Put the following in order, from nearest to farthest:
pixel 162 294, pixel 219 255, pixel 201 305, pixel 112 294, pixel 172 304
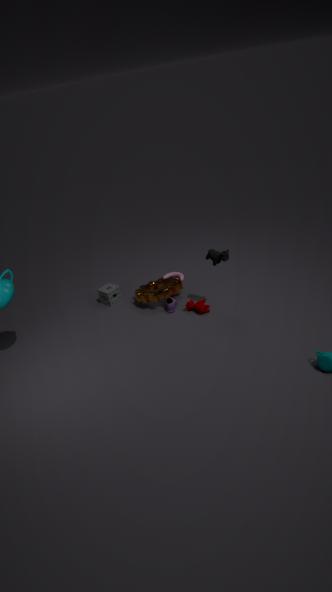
pixel 219 255 → pixel 201 305 → pixel 172 304 → pixel 162 294 → pixel 112 294
